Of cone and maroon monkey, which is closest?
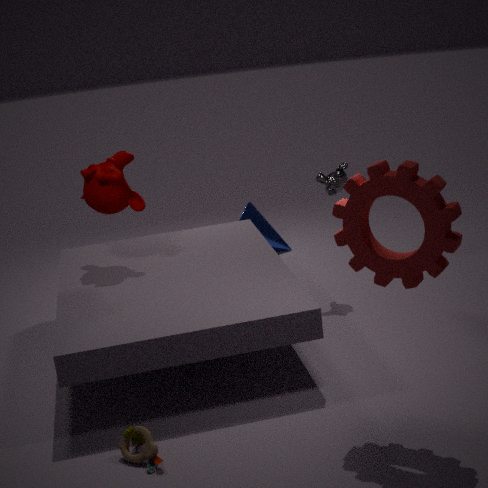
maroon monkey
